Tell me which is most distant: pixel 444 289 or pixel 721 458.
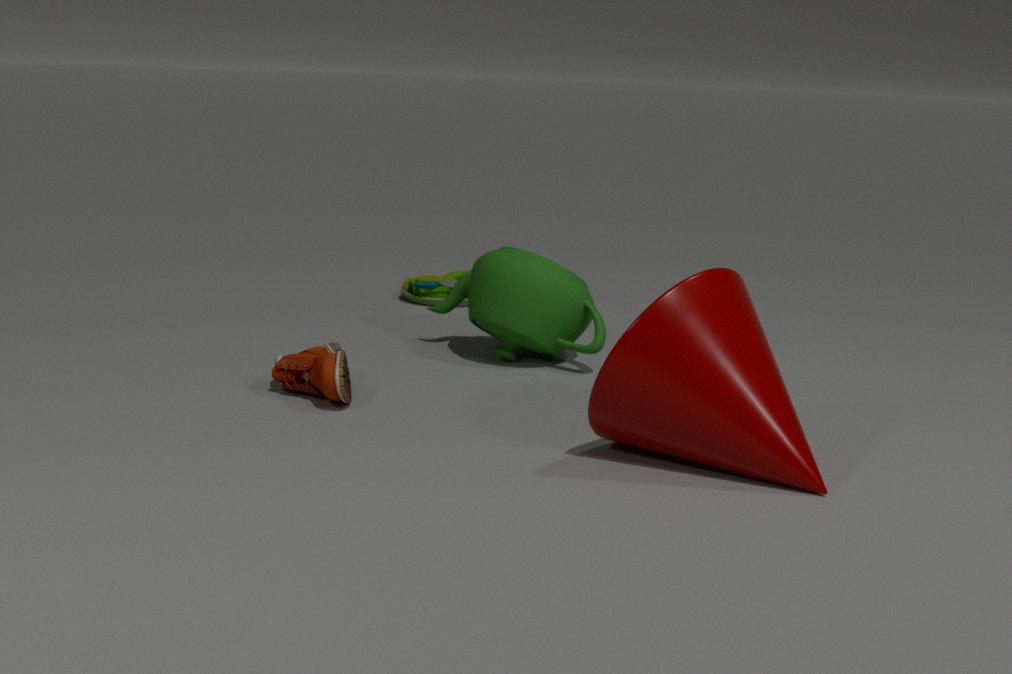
pixel 444 289
